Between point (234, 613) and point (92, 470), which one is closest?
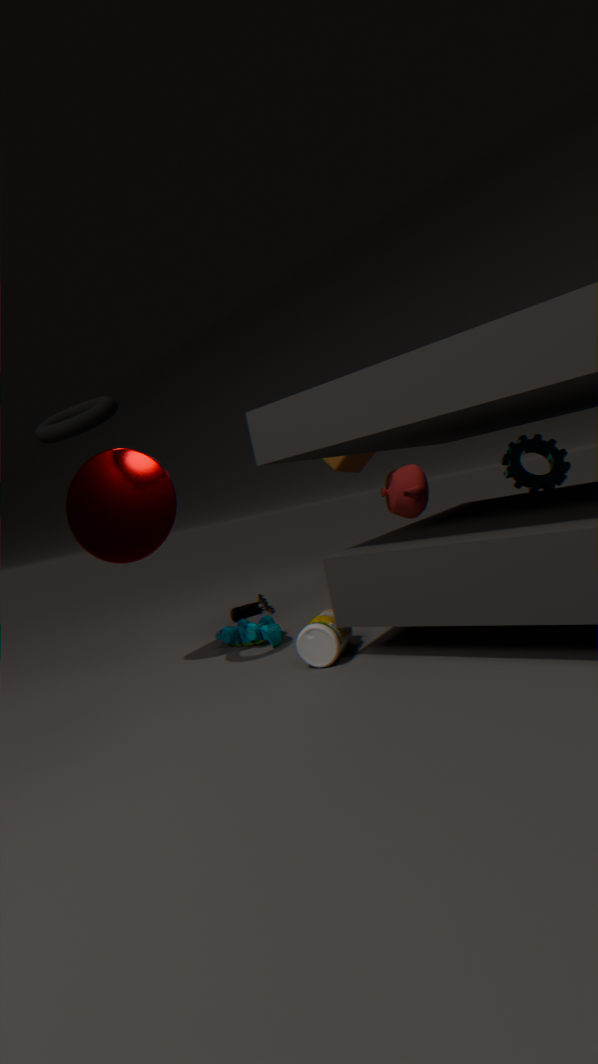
point (92, 470)
